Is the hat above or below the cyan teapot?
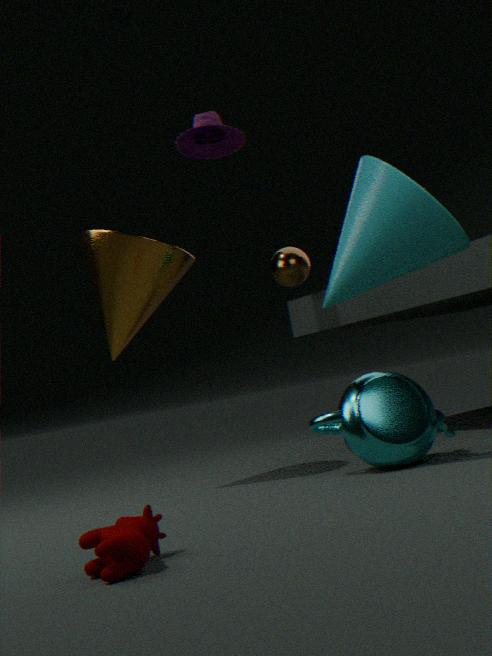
above
